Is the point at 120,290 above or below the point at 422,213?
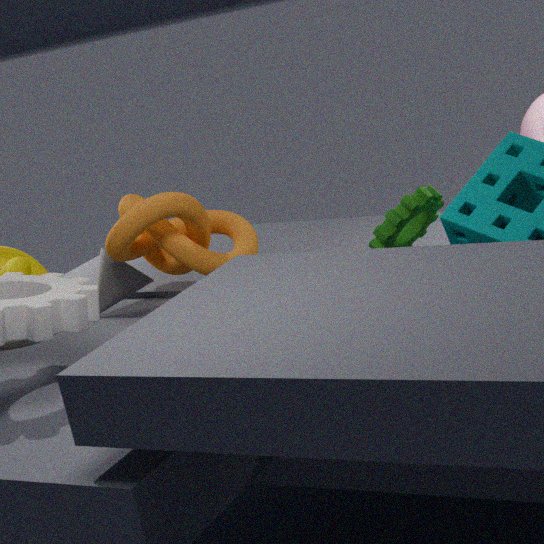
below
